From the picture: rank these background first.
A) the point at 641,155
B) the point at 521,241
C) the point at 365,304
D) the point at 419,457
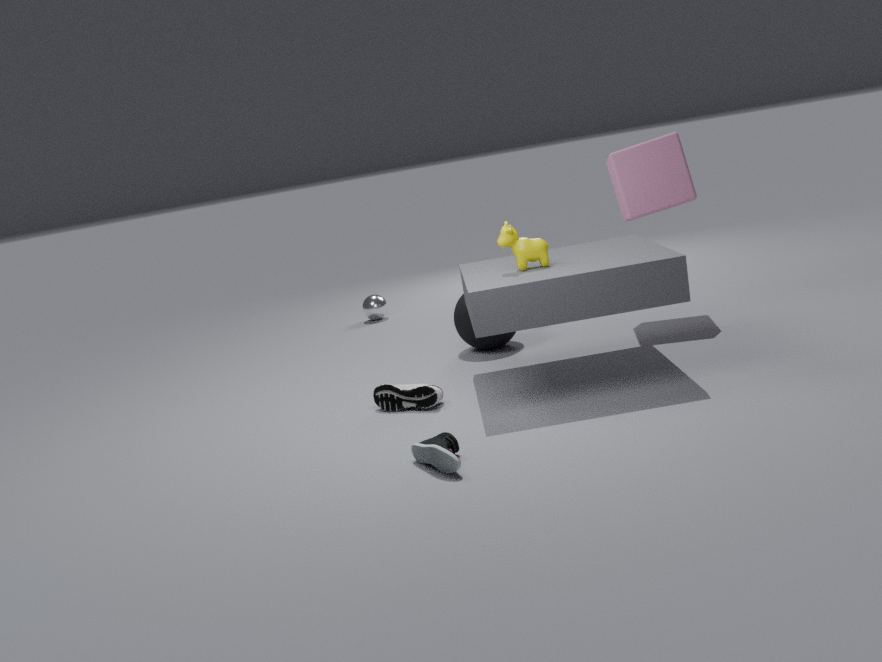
the point at 365,304
the point at 641,155
the point at 521,241
the point at 419,457
